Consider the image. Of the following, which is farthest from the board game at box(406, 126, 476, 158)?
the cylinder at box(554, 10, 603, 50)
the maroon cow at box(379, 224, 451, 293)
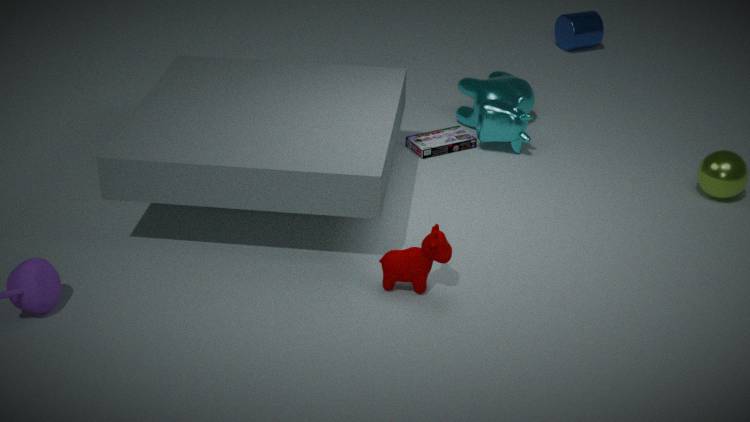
the cylinder at box(554, 10, 603, 50)
